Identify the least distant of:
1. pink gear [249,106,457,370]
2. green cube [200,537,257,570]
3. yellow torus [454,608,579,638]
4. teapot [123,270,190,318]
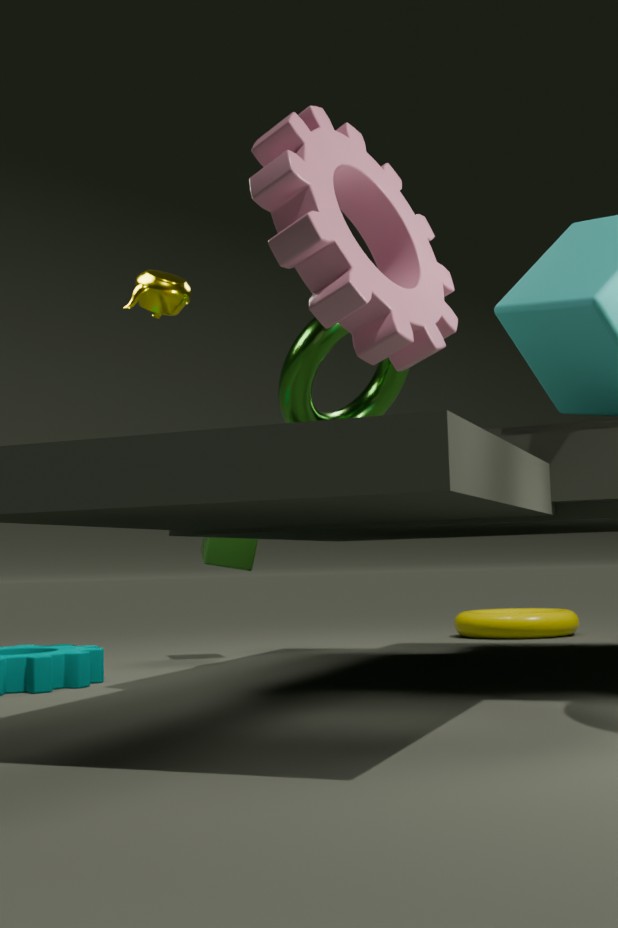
pink gear [249,106,457,370]
